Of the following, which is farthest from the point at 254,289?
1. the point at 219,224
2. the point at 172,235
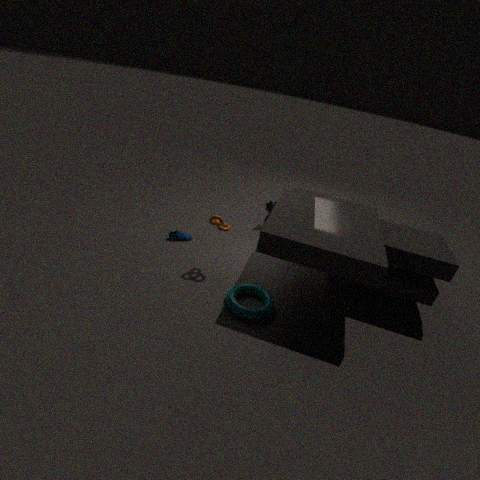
the point at 172,235
